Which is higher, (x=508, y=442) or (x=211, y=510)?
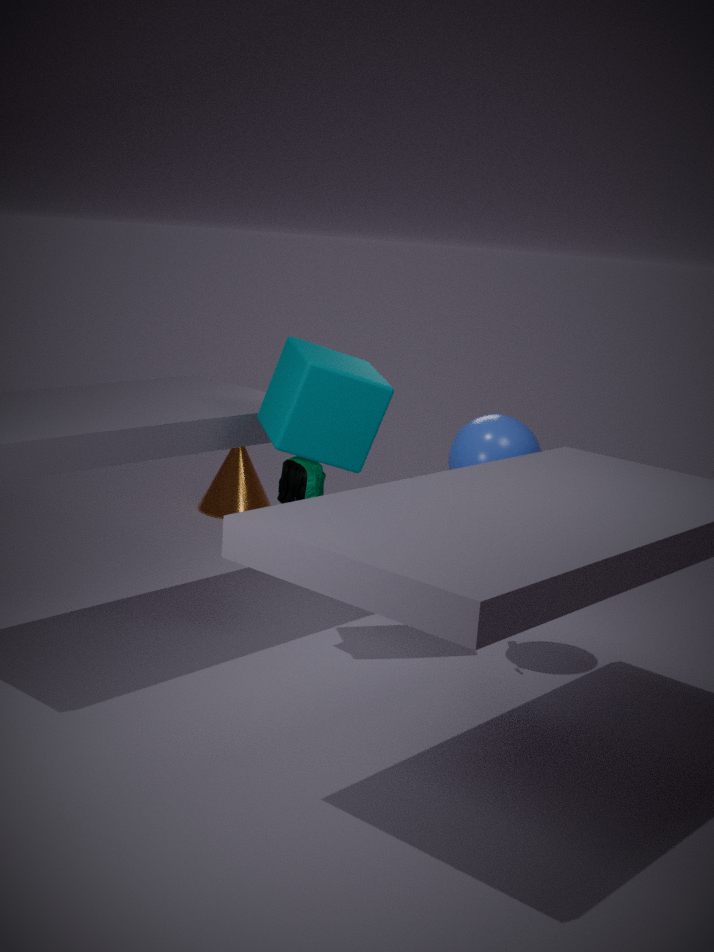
(x=508, y=442)
